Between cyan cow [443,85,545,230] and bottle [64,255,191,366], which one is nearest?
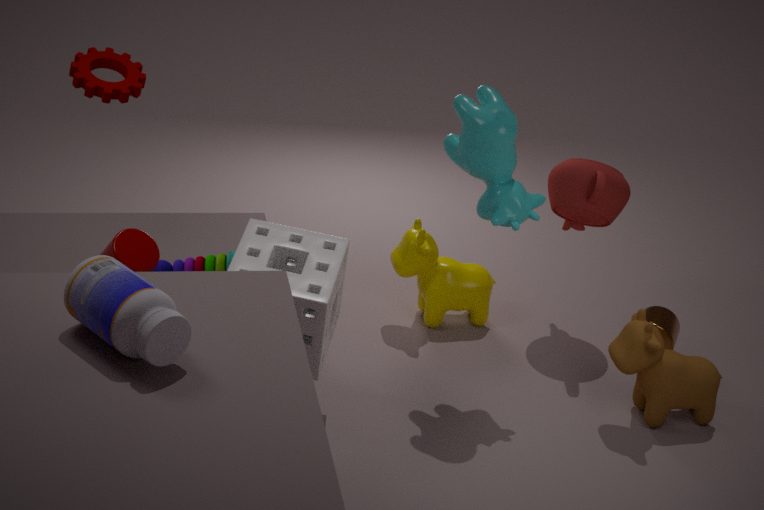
bottle [64,255,191,366]
